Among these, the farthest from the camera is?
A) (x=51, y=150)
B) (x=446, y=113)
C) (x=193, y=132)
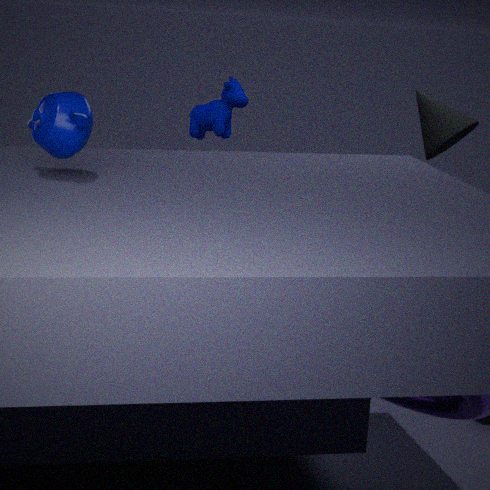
(x=193, y=132)
